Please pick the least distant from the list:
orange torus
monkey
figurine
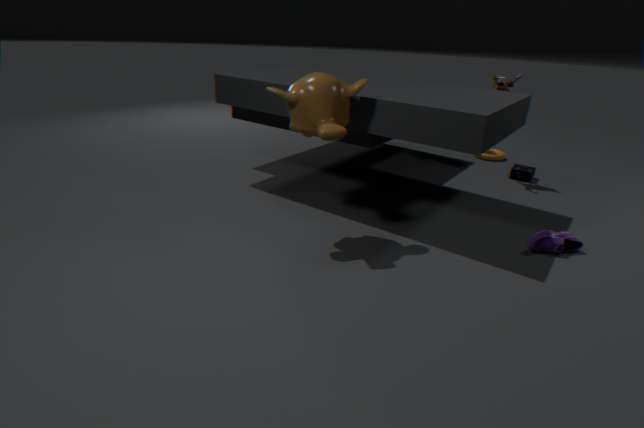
monkey
